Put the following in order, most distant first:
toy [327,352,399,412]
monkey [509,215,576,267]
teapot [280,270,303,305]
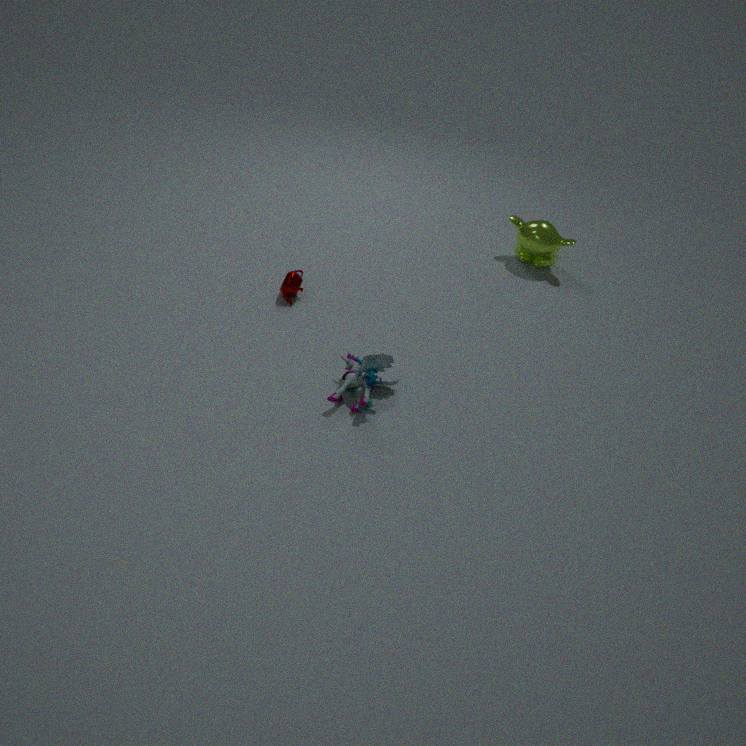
1. monkey [509,215,576,267]
2. teapot [280,270,303,305]
3. toy [327,352,399,412]
